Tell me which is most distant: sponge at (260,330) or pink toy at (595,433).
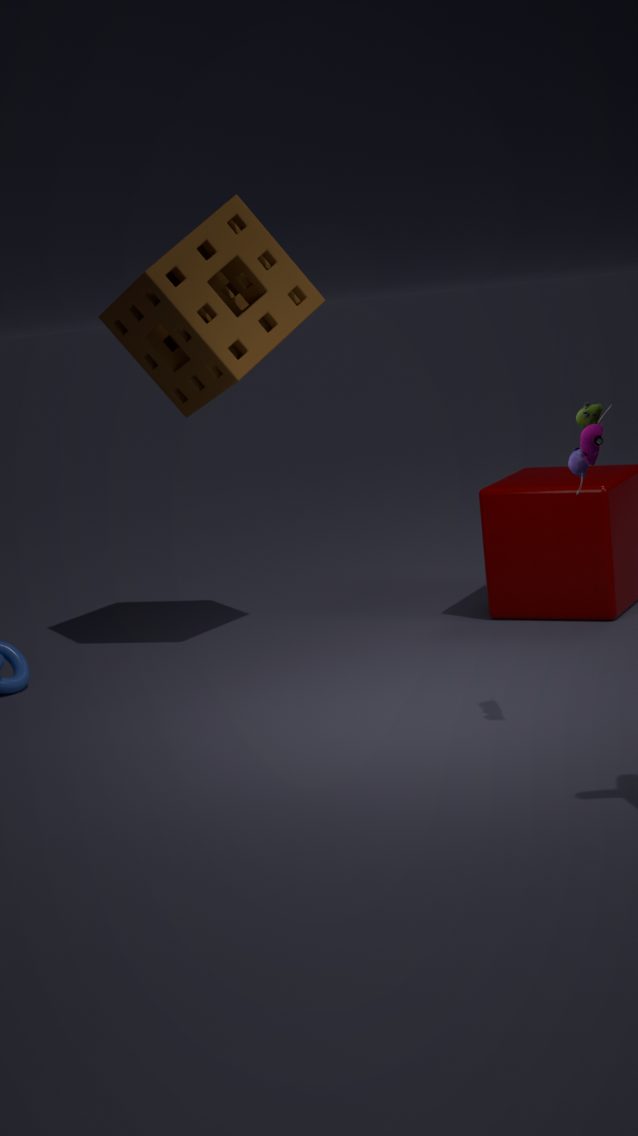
sponge at (260,330)
